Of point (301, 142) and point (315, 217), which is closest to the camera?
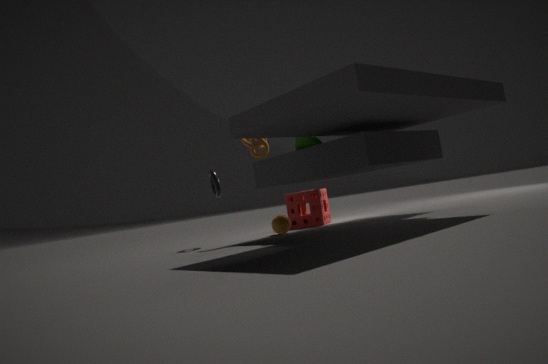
point (301, 142)
